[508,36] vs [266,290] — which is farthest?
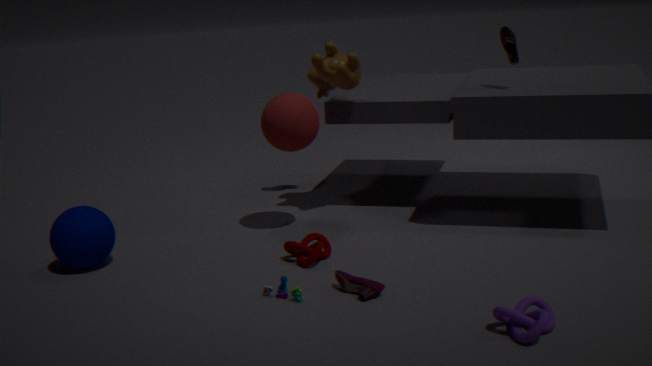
[508,36]
